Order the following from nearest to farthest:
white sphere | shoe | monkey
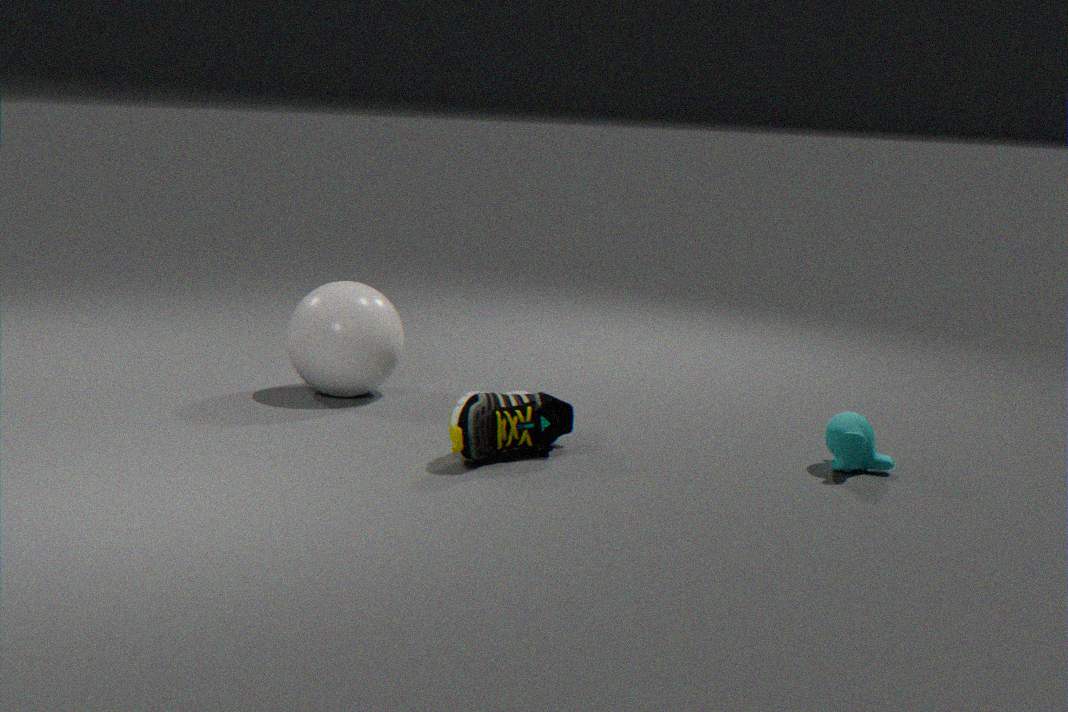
1. shoe
2. monkey
3. white sphere
